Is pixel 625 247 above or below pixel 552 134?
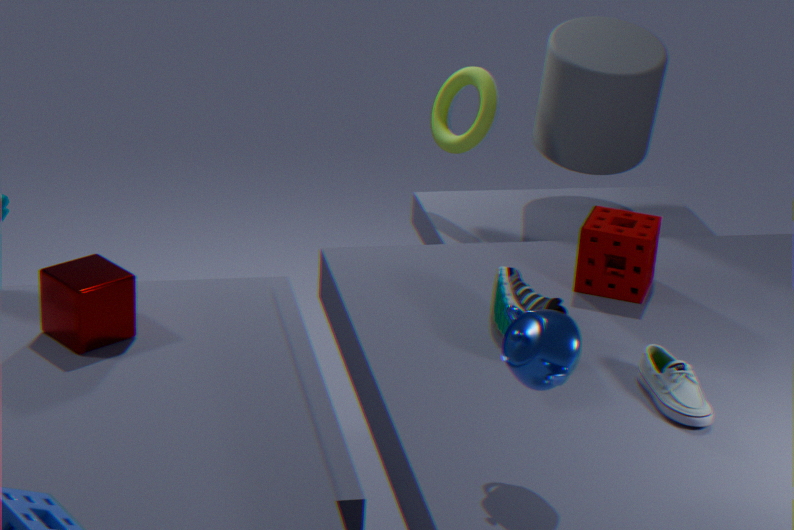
below
